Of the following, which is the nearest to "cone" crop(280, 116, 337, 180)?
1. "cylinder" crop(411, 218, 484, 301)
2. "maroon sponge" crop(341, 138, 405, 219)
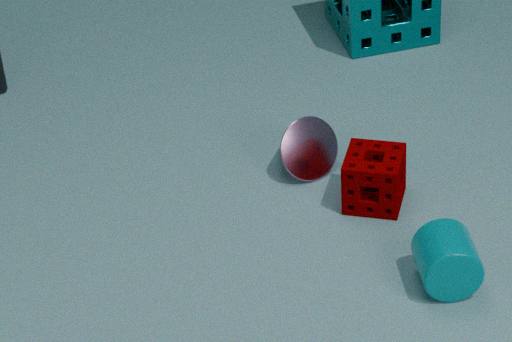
"maroon sponge" crop(341, 138, 405, 219)
